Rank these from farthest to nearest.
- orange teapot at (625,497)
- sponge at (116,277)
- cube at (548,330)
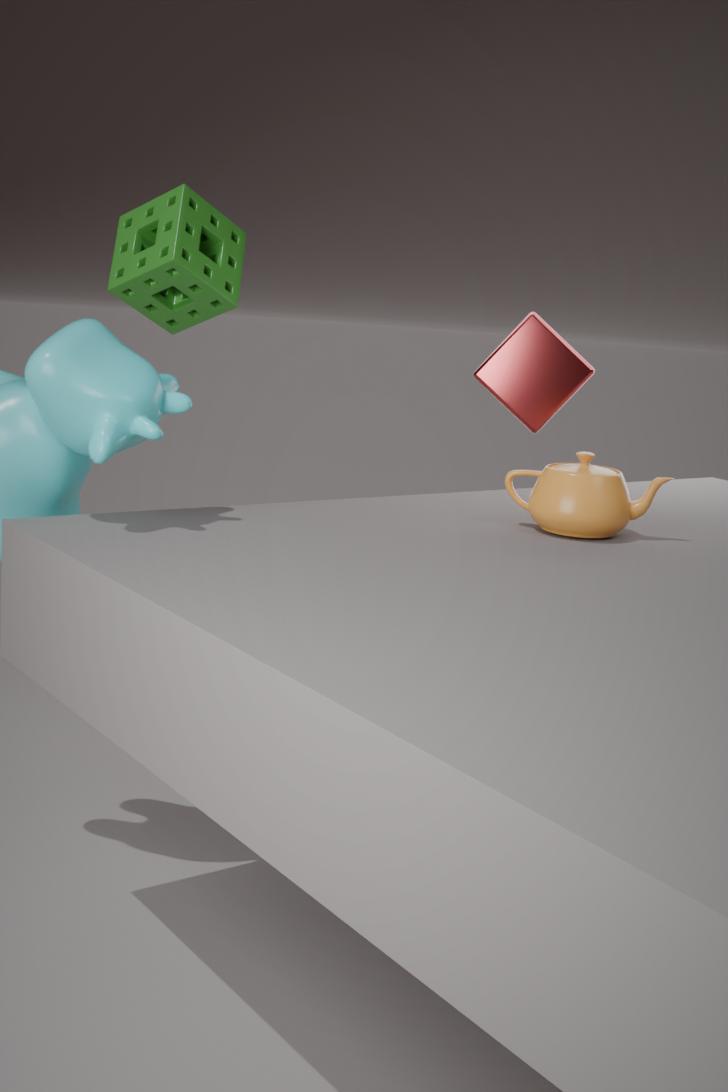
cube at (548,330) < sponge at (116,277) < orange teapot at (625,497)
